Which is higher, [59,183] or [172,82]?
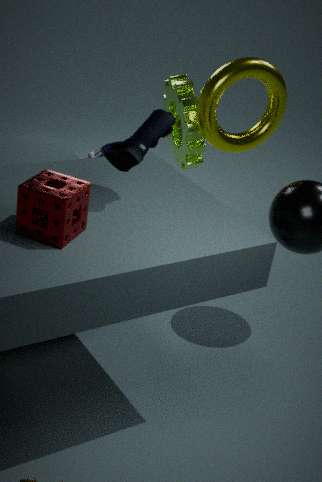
[59,183]
